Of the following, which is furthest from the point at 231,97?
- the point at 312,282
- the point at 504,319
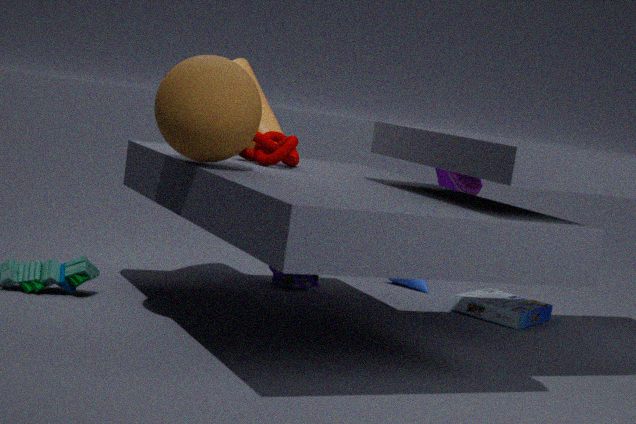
the point at 504,319
